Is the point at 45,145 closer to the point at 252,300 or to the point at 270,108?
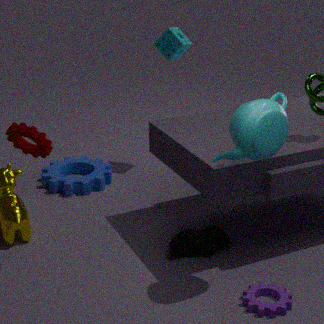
the point at 270,108
